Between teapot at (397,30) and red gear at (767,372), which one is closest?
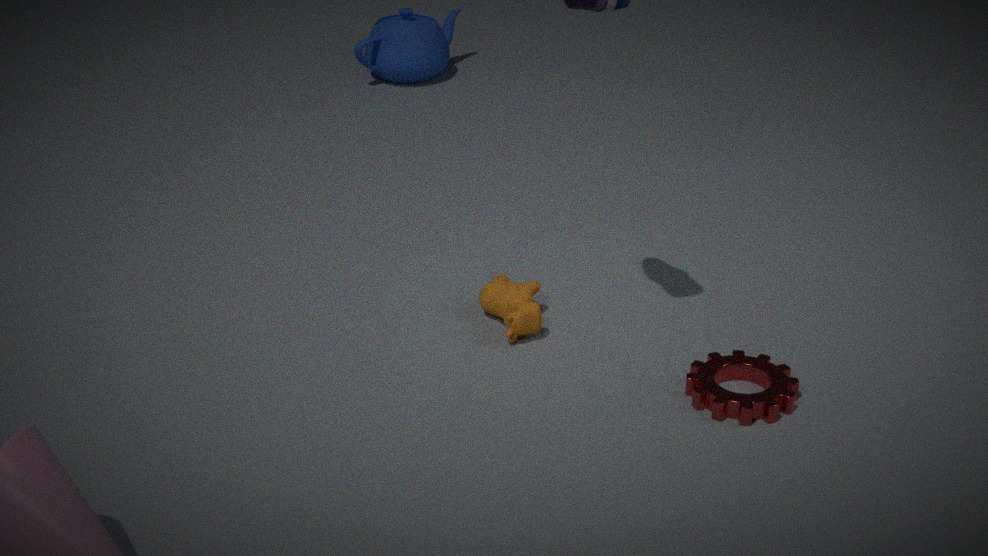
red gear at (767,372)
